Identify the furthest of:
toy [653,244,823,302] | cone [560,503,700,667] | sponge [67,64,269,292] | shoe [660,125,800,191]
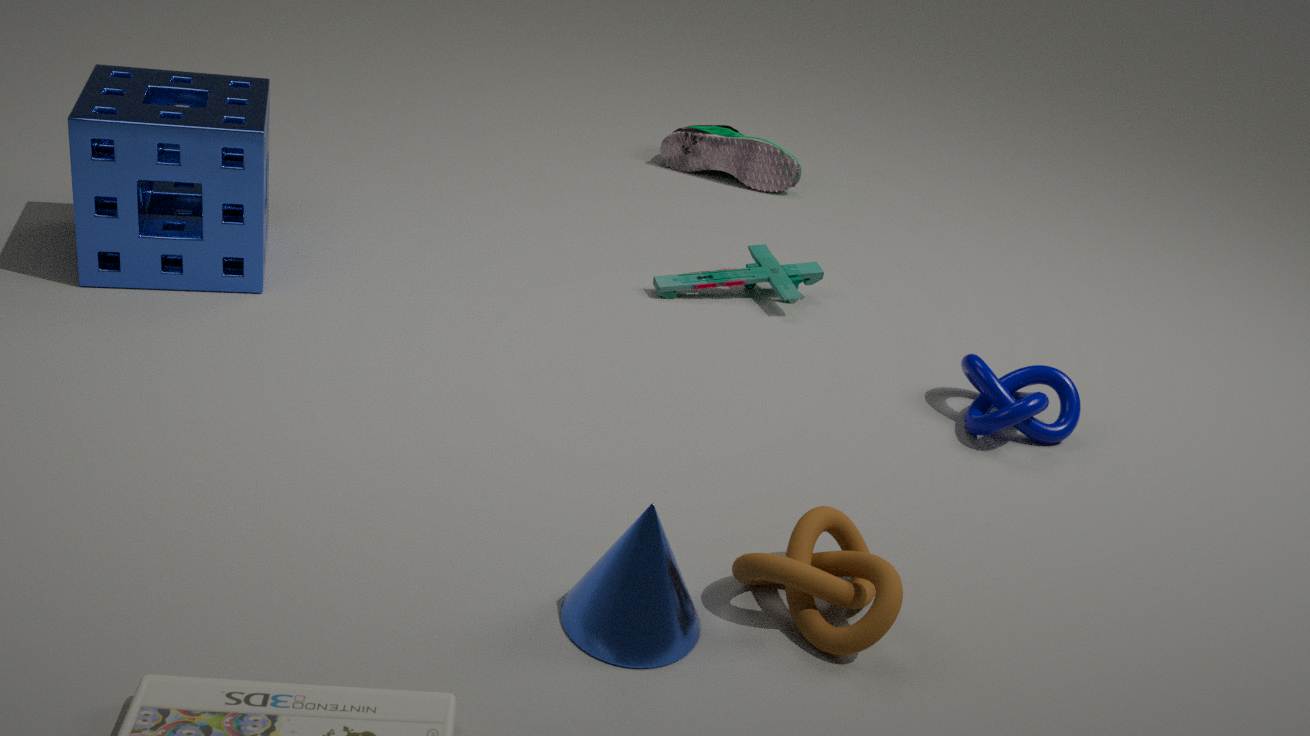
shoe [660,125,800,191]
